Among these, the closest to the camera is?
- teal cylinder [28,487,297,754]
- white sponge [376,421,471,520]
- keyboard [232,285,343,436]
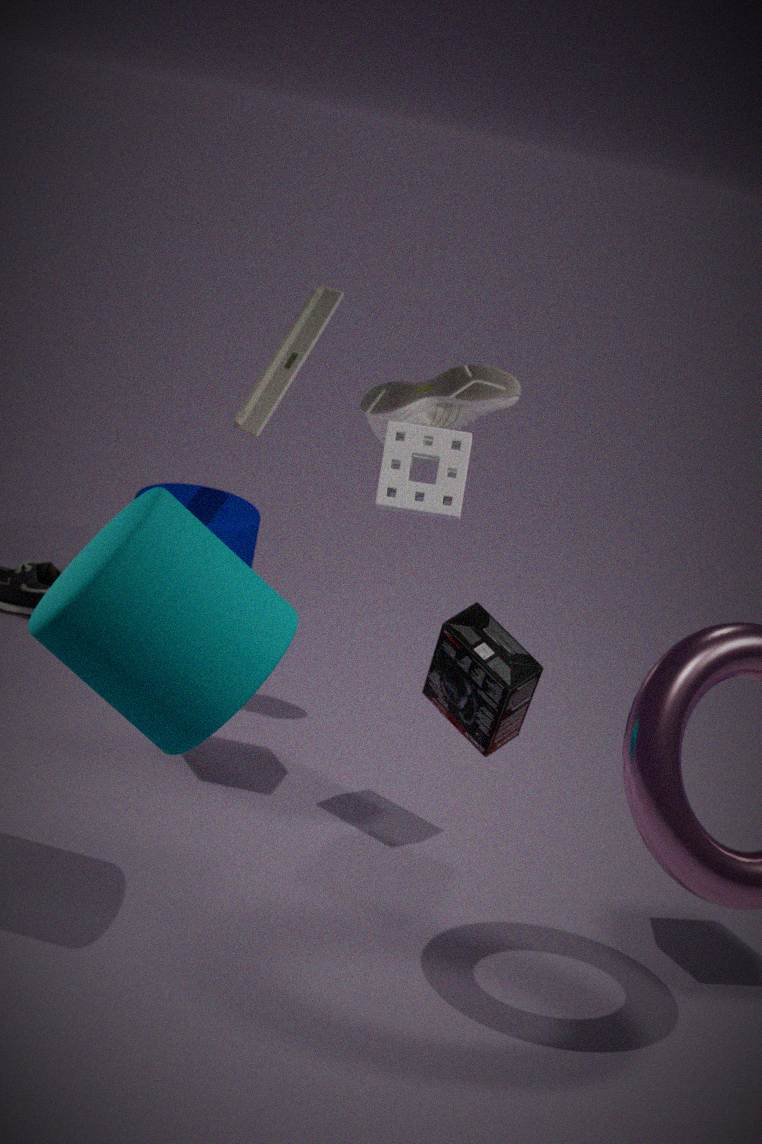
teal cylinder [28,487,297,754]
